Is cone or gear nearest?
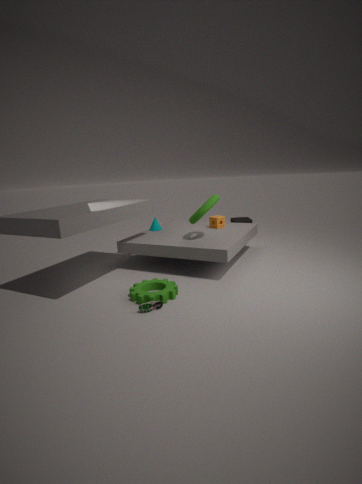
gear
